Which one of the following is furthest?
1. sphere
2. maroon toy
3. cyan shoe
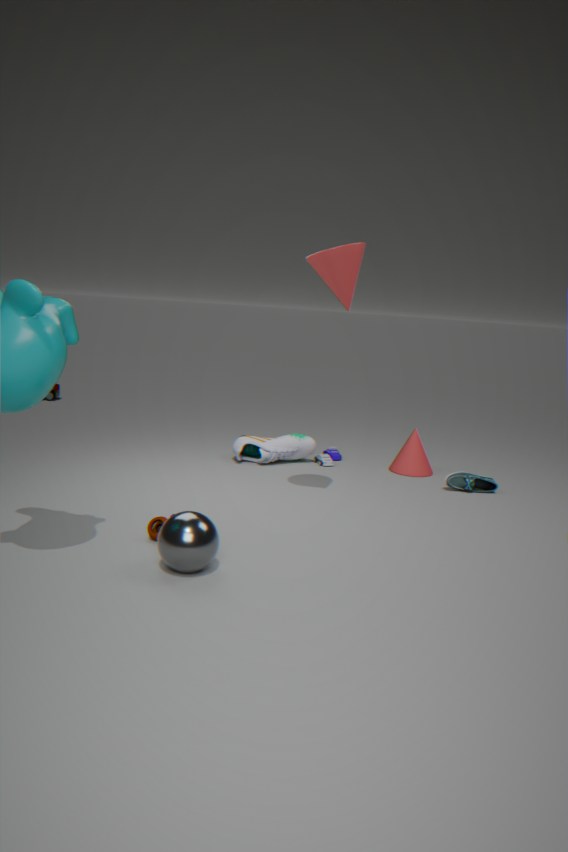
cyan shoe
